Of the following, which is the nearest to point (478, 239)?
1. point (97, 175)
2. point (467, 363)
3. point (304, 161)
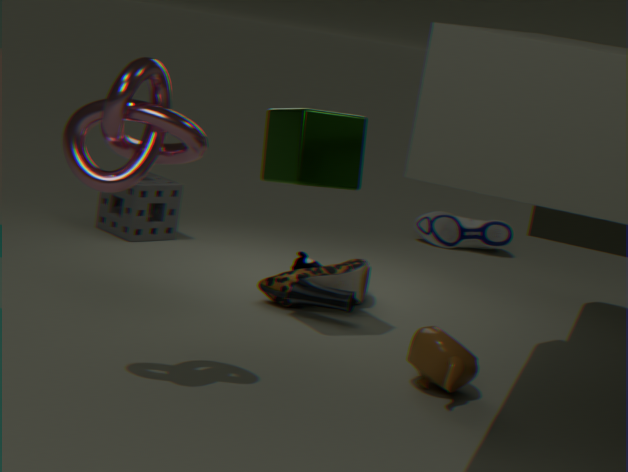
point (304, 161)
